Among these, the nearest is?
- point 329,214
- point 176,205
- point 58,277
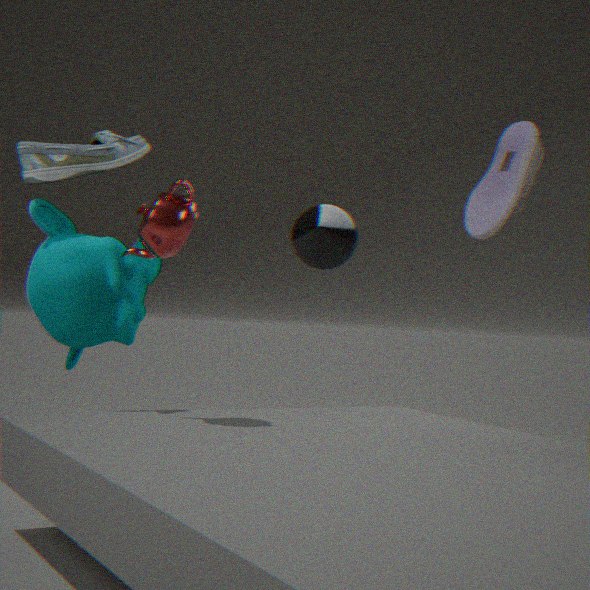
point 176,205
